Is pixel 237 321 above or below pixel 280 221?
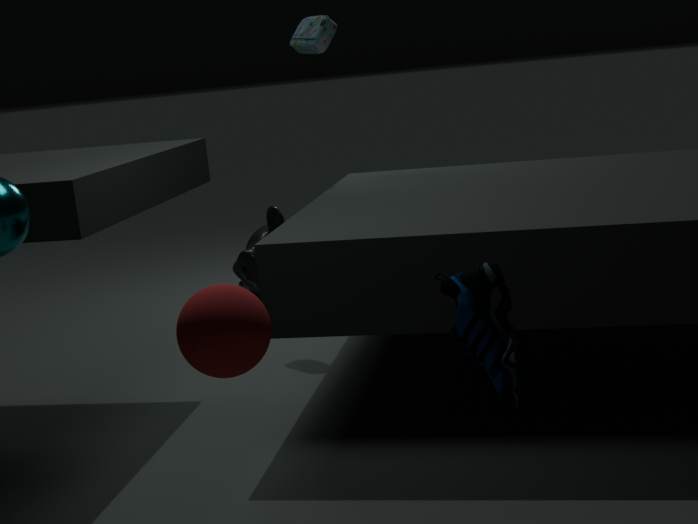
above
